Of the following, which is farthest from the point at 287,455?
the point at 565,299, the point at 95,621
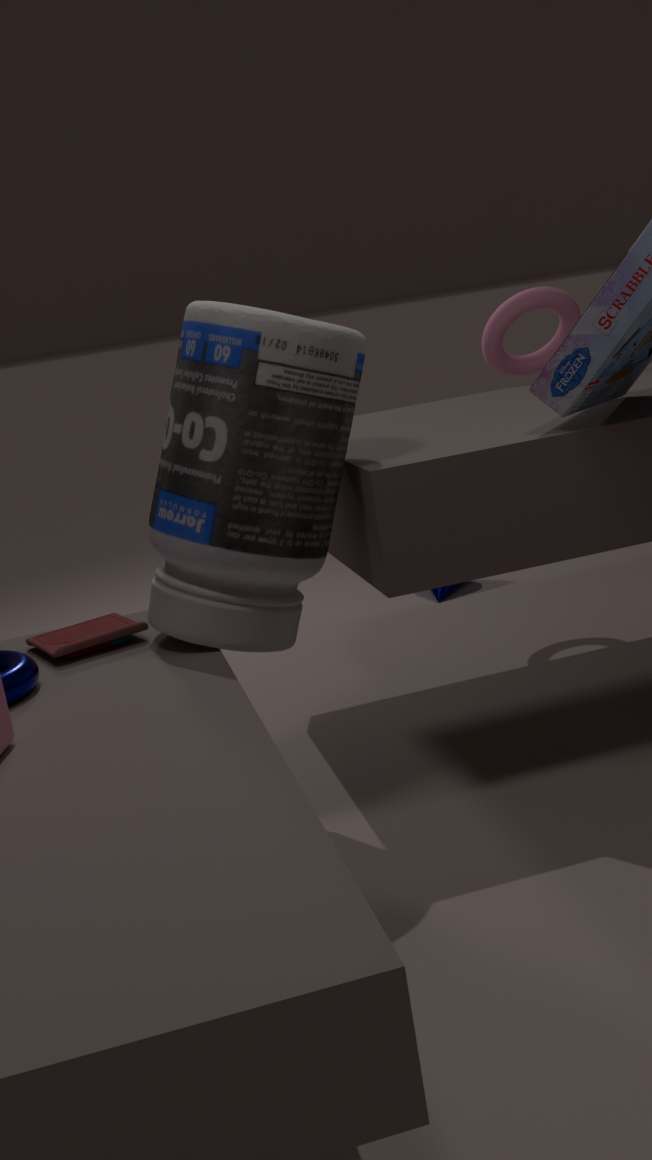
the point at 565,299
